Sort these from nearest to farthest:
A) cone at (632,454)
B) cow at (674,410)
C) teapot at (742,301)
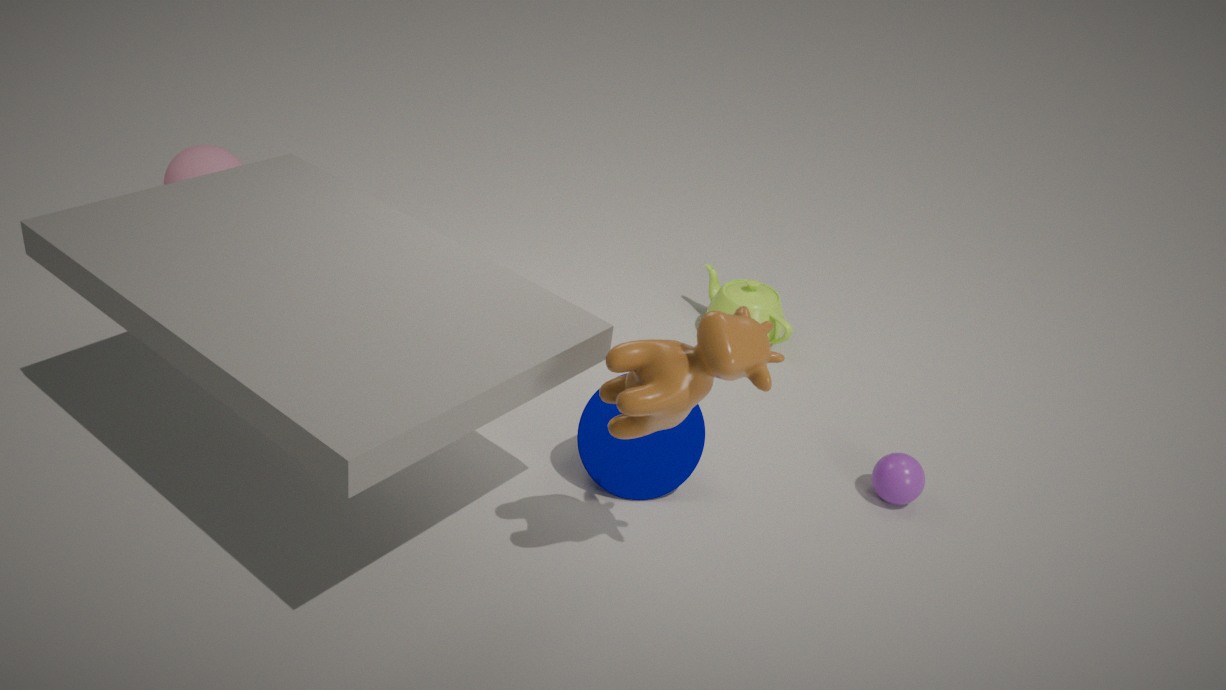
B. cow at (674,410)
A. cone at (632,454)
C. teapot at (742,301)
